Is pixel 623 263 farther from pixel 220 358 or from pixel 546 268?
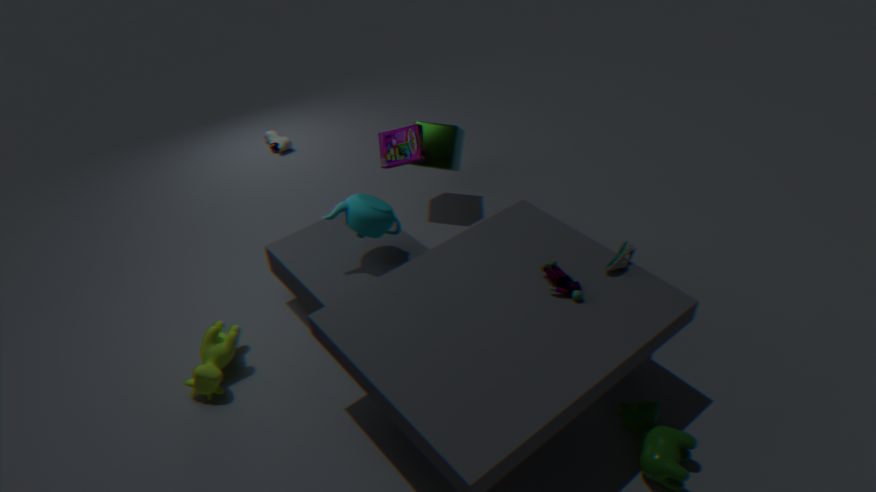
pixel 220 358
